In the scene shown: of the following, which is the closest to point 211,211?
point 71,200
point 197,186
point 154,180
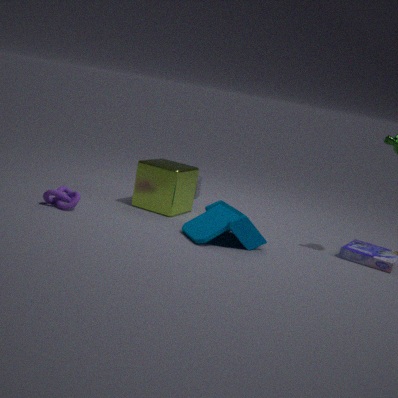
point 154,180
